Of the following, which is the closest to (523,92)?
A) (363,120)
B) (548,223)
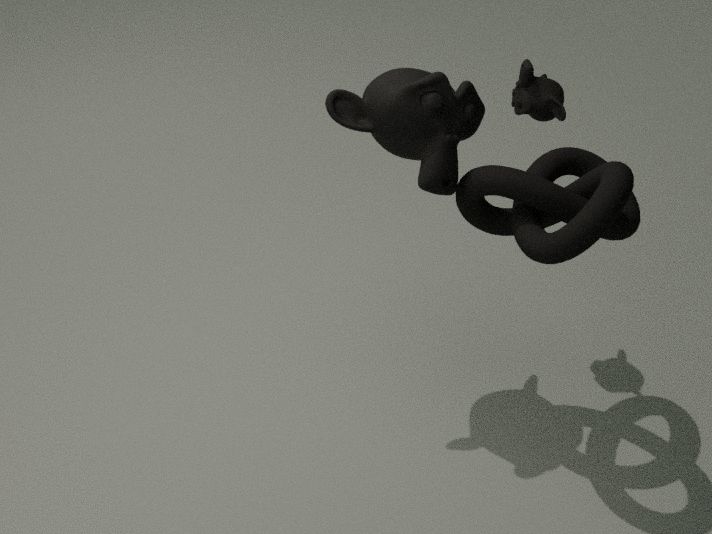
(548,223)
